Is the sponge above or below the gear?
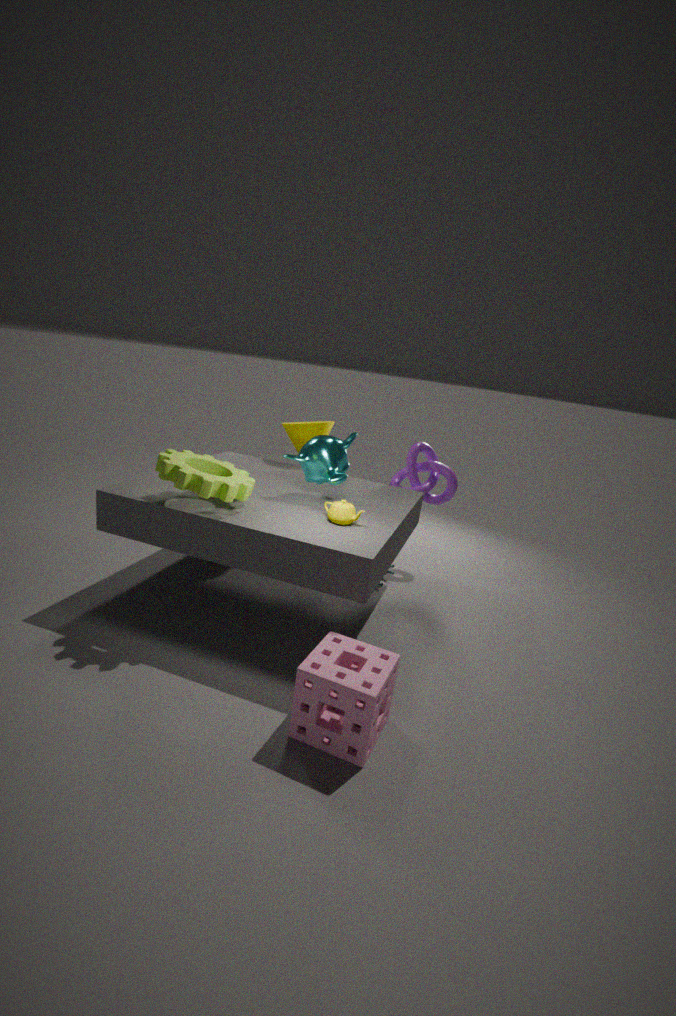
below
